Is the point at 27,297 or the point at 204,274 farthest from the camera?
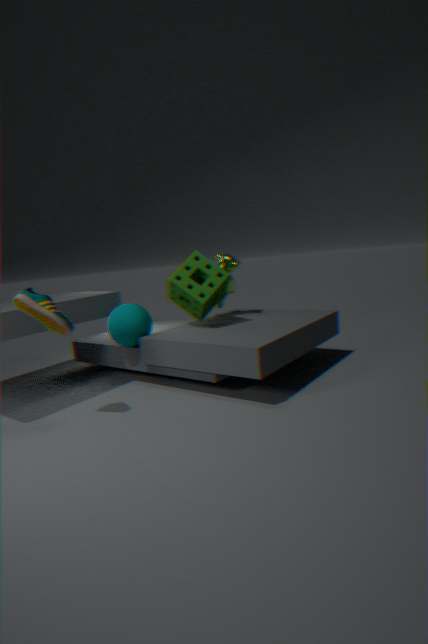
the point at 204,274
